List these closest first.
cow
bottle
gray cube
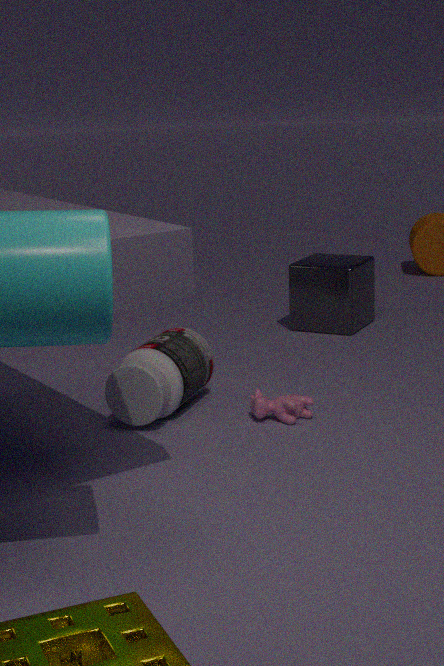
bottle, cow, gray cube
